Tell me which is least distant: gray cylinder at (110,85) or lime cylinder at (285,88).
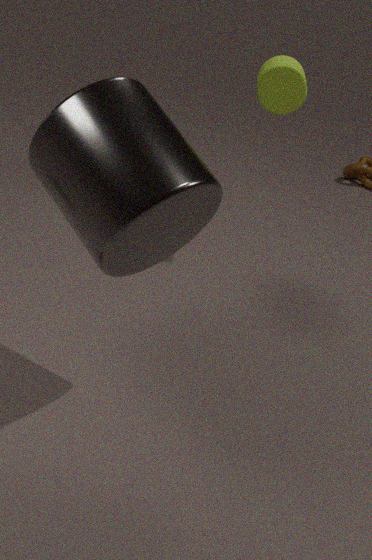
gray cylinder at (110,85)
